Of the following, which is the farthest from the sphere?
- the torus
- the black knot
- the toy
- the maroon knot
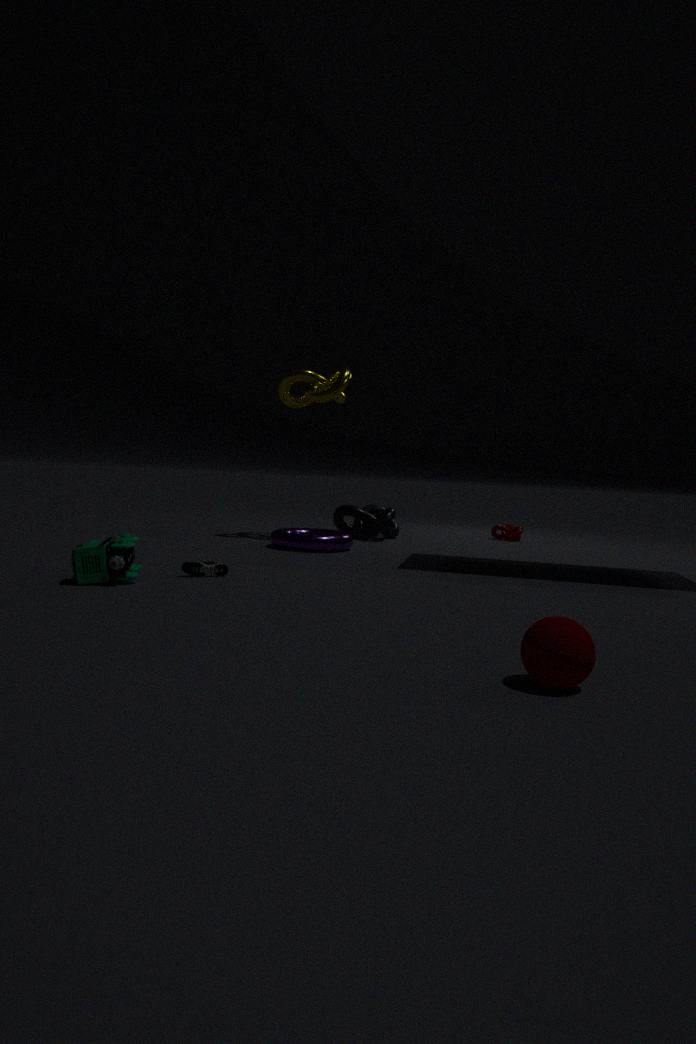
the maroon knot
